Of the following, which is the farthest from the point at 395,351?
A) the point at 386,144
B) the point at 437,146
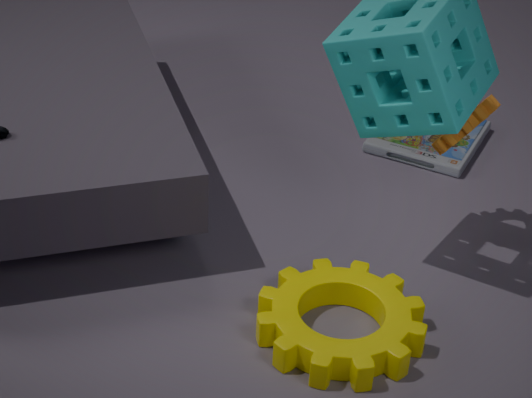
the point at 386,144
